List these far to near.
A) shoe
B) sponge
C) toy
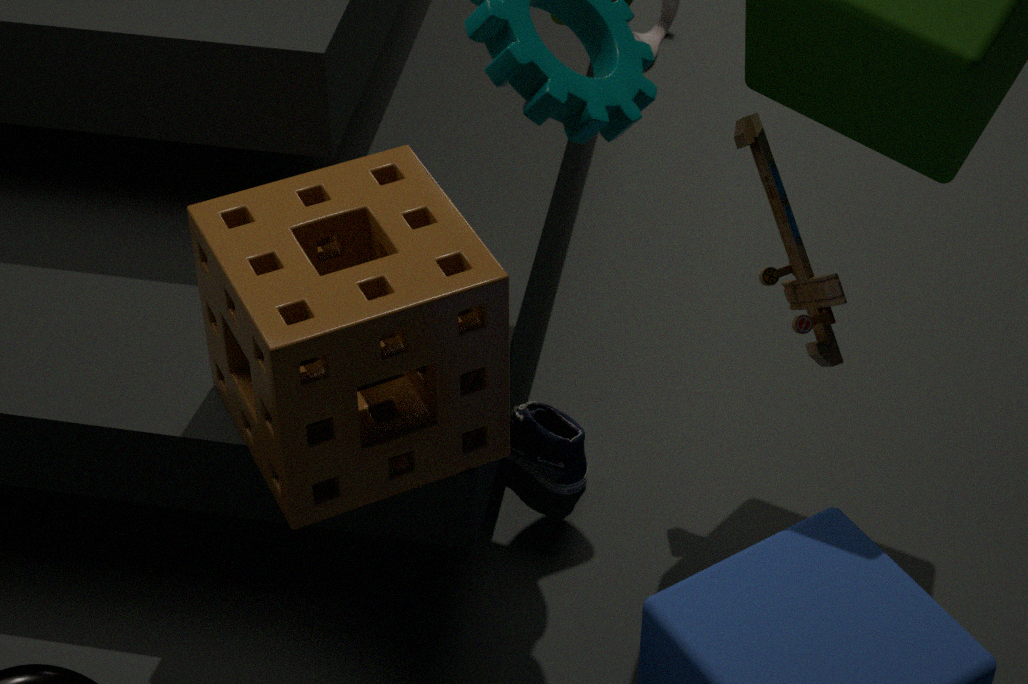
shoe
toy
sponge
